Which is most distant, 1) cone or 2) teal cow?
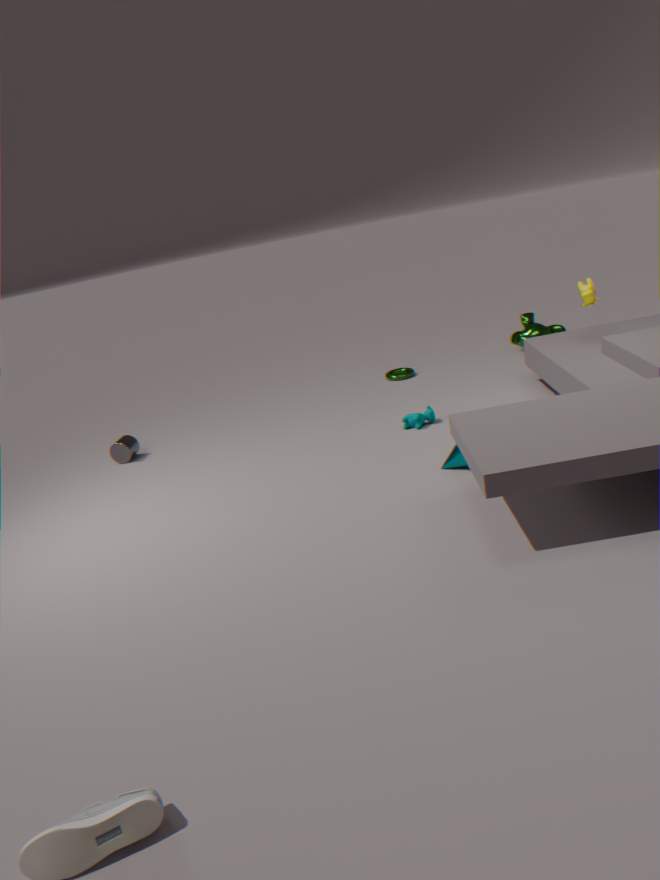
2. teal cow
